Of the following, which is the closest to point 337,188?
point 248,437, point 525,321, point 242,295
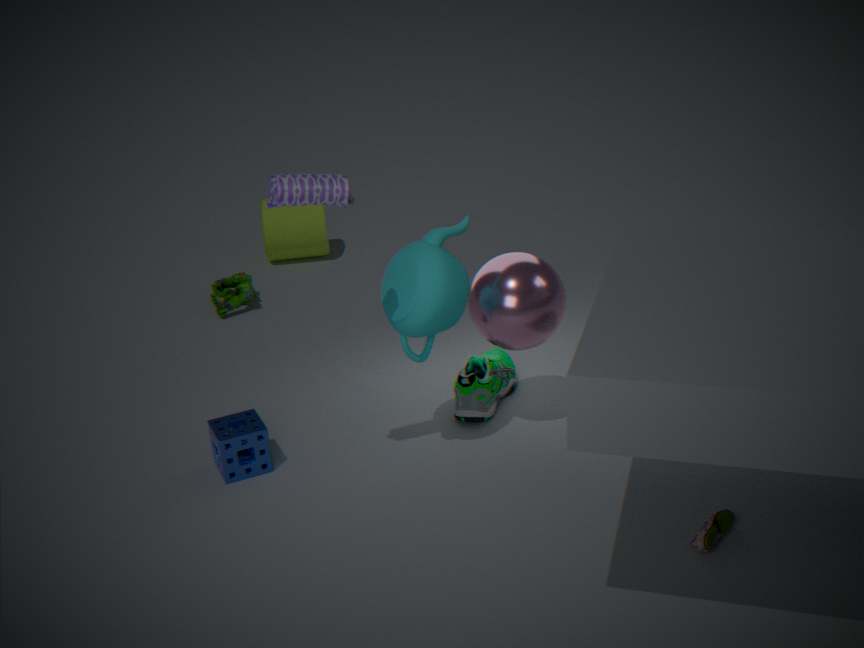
point 525,321
